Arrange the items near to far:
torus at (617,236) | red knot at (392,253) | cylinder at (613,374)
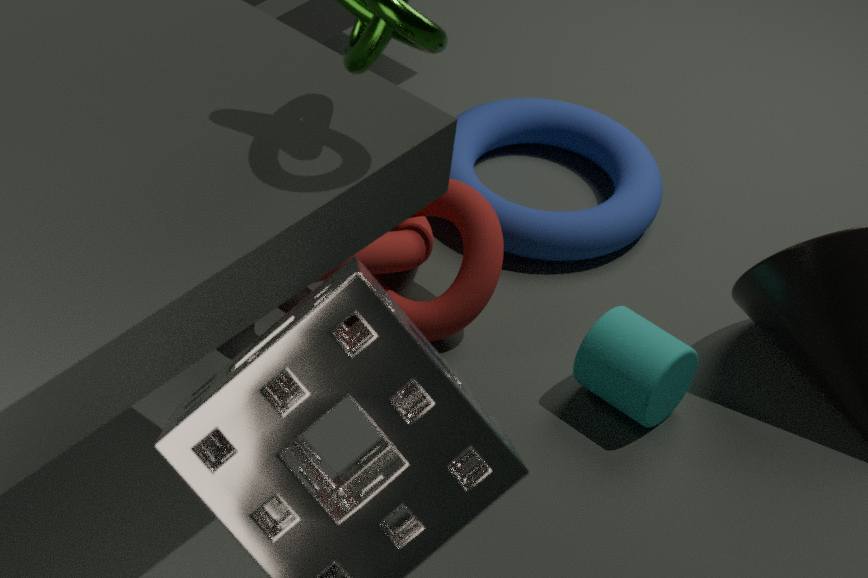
1. cylinder at (613,374)
2. red knot at (392,253)
3. torus at (617,236)
